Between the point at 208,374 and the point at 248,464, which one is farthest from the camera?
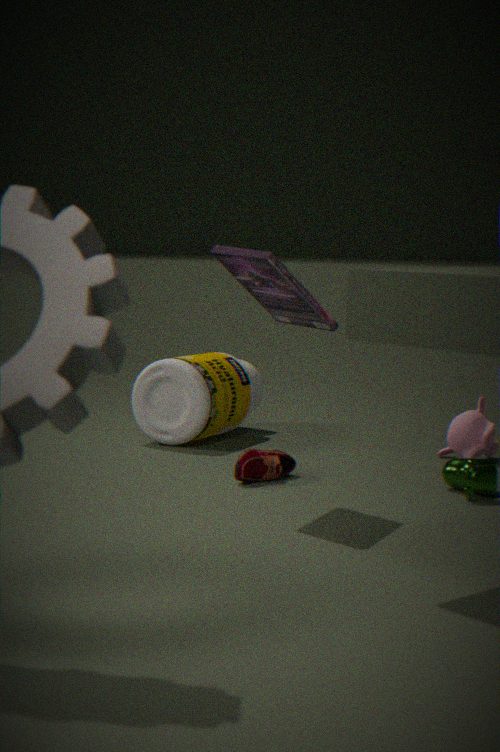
the point at 208,374
